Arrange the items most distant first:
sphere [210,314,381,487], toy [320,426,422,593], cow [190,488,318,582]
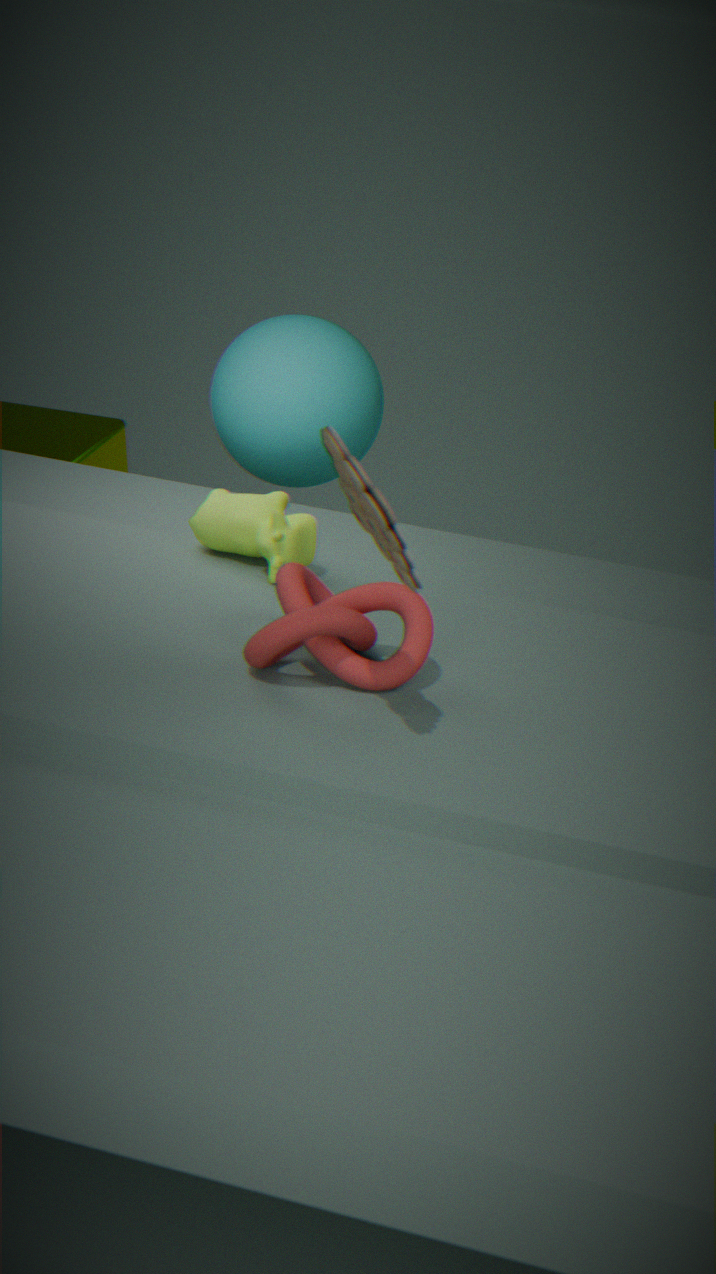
sphere [210,314,381,487], cow [190,488,318,582], toy [320,426,422,593]
